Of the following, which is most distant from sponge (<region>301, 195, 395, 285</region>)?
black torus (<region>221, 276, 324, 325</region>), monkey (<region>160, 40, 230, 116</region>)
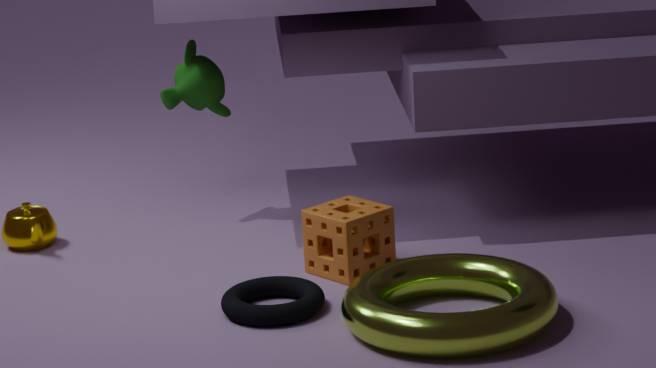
monkey (<region>160, 40, 230, 116</region>)
